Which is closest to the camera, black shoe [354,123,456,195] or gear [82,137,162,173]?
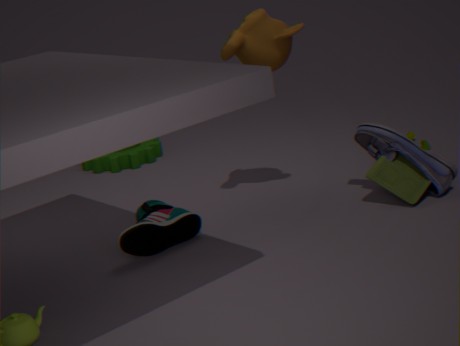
black shoe [354,123,456,195]
